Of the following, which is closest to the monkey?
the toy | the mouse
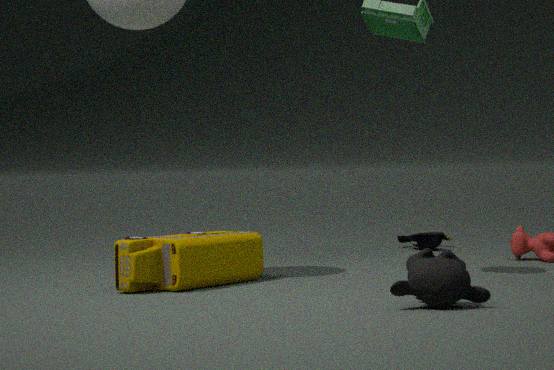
the toy
